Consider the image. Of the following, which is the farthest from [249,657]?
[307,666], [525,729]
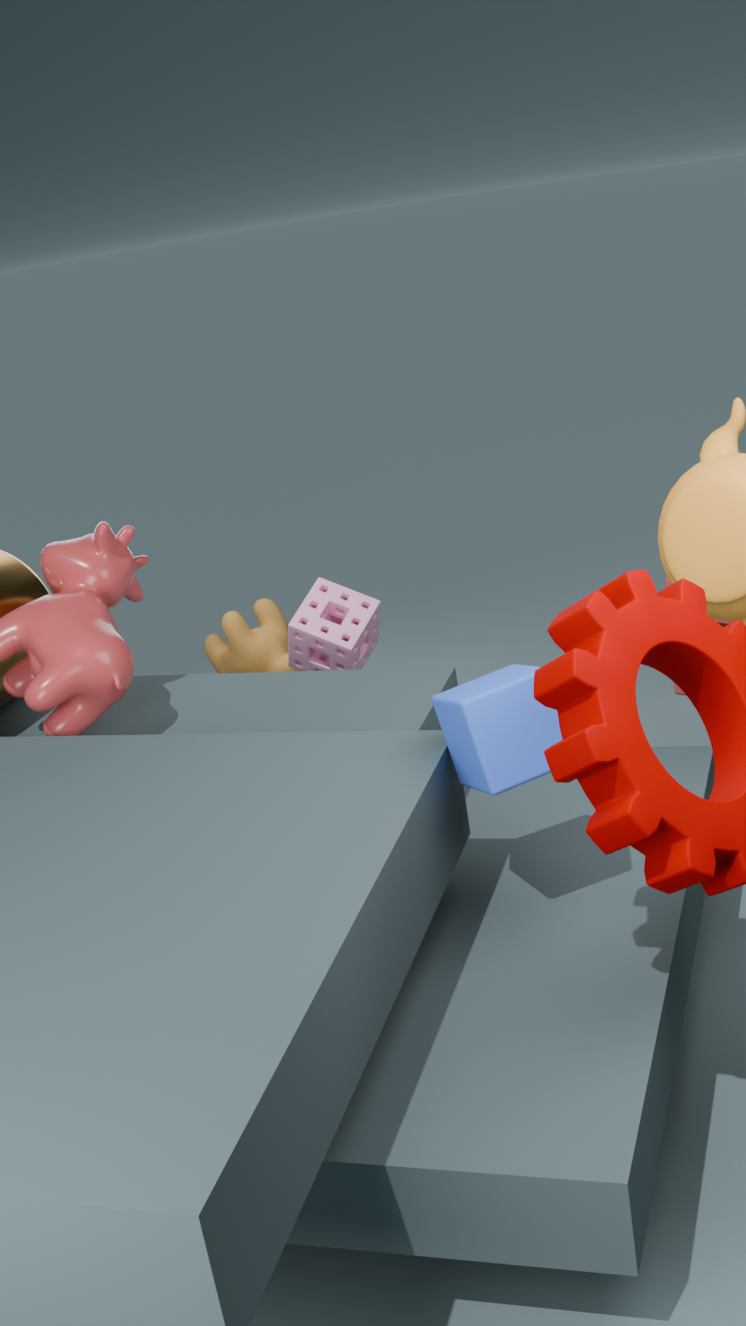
[525,729]
